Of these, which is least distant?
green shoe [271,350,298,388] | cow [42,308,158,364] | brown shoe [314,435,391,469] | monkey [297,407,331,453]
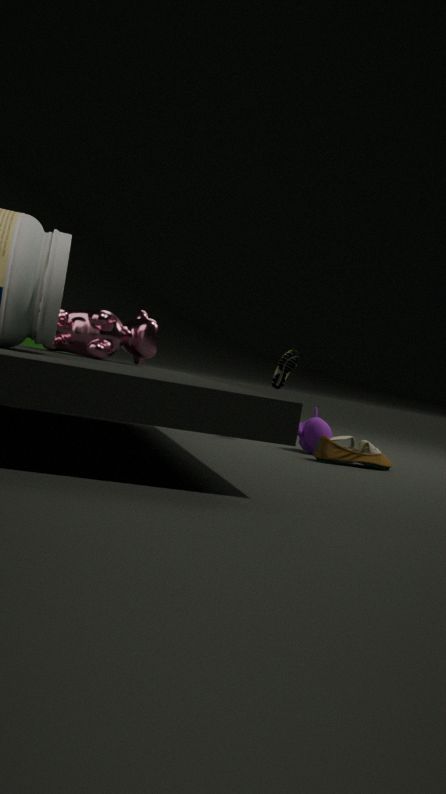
cow [42,308,158,364]
